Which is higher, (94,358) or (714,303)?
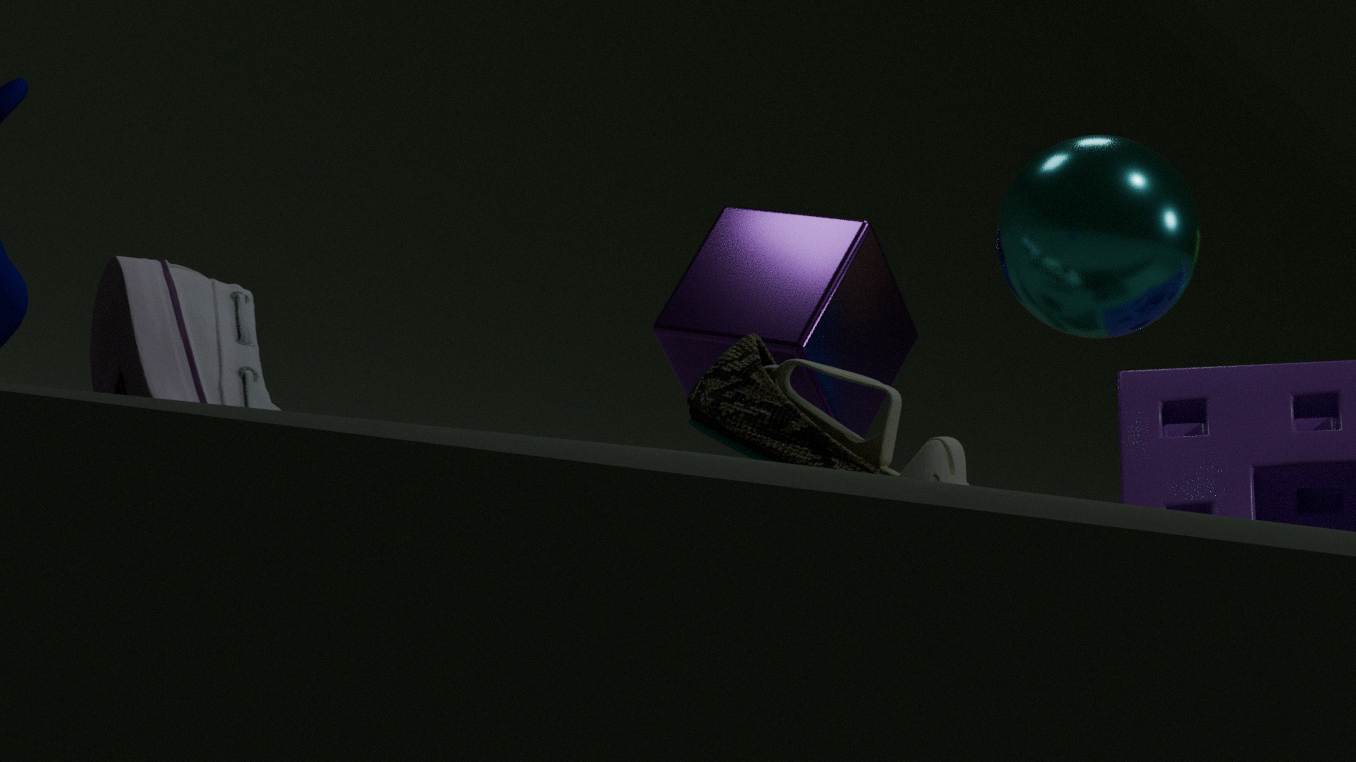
(714,303)
